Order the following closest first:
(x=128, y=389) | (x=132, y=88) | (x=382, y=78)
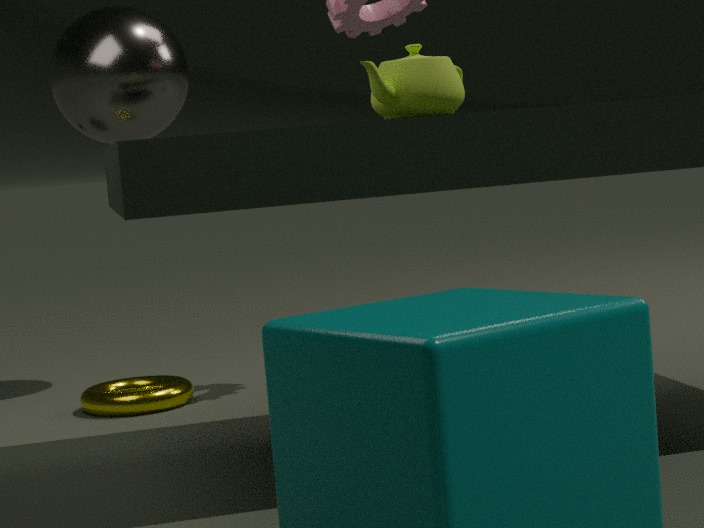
(x=382, y=78) → (x=128, y=389) → (x=132, y=88)
